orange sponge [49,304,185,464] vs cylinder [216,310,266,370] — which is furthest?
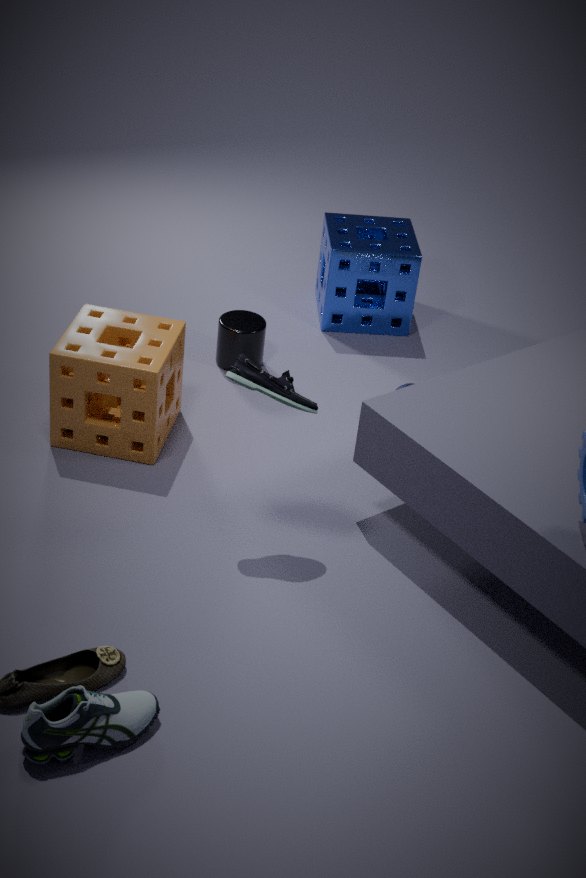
cylinder [216,310,266,370]
